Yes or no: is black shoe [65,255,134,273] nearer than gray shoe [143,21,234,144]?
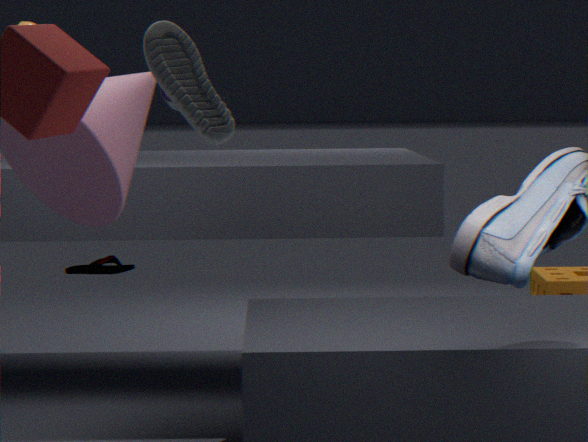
No
